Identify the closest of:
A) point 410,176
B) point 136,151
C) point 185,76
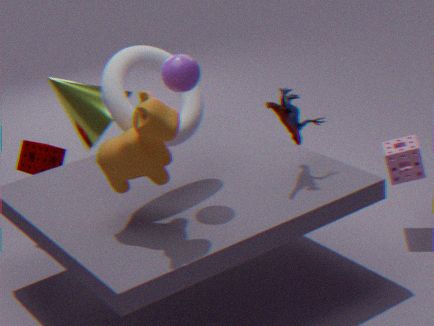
point 136,151
